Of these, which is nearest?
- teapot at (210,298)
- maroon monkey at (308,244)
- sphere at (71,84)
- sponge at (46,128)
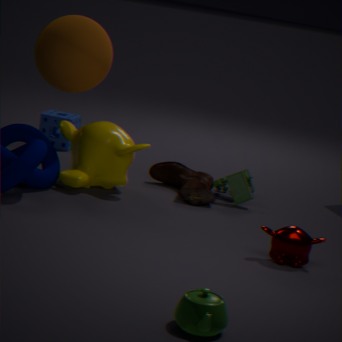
teapot at (210,298)
